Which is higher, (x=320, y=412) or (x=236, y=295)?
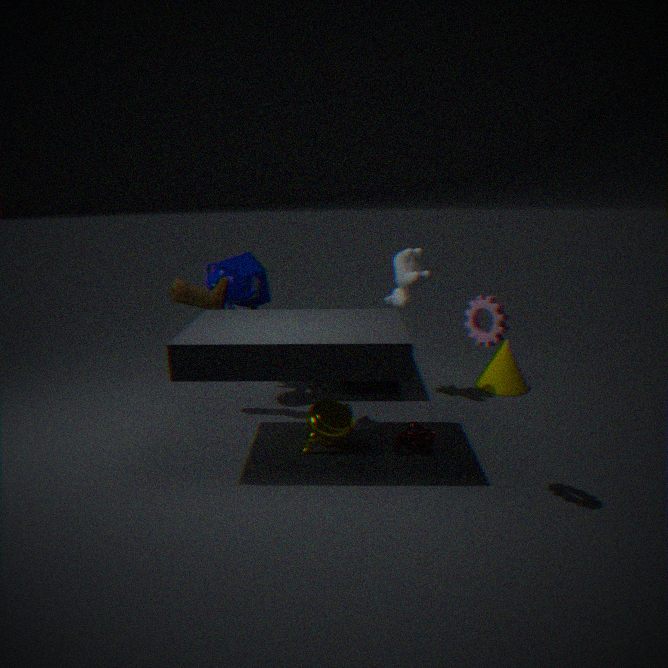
(x=236, y=295)
